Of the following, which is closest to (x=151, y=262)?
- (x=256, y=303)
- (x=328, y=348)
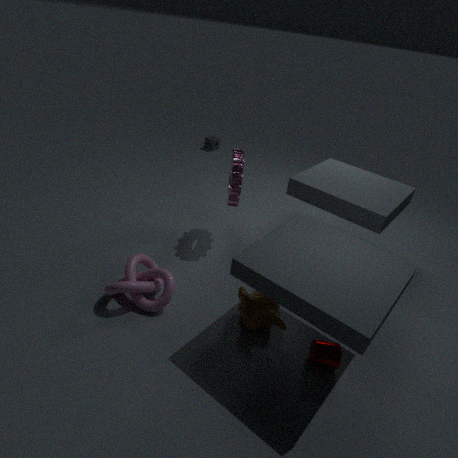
(x=256, y=303)
